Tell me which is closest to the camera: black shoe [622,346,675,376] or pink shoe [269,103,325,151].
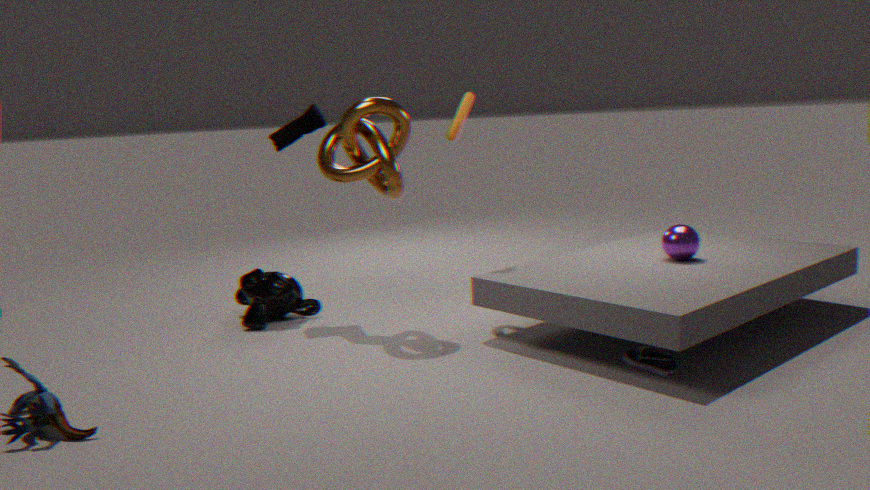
black shoe [622,346,675,376]
